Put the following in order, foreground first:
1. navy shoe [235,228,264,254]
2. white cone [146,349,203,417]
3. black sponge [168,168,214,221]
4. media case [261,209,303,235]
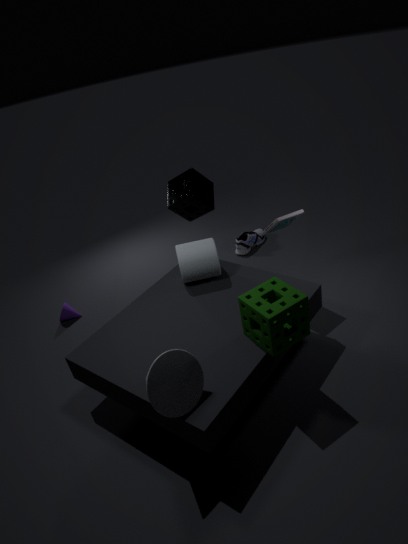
white cone [146,349,203,417], media case [261,209,303,235], black sponge [168,168,214,221], navy shoe [235,228,264,254]
